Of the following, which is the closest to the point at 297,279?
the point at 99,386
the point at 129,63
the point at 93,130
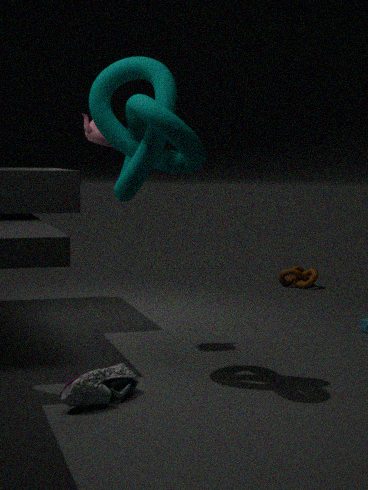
the point at 93,130
